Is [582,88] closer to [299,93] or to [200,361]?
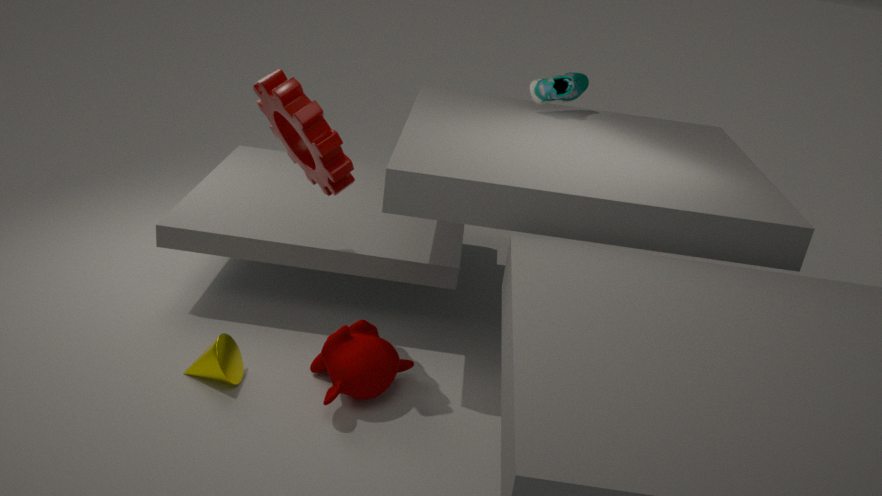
[299,93]
